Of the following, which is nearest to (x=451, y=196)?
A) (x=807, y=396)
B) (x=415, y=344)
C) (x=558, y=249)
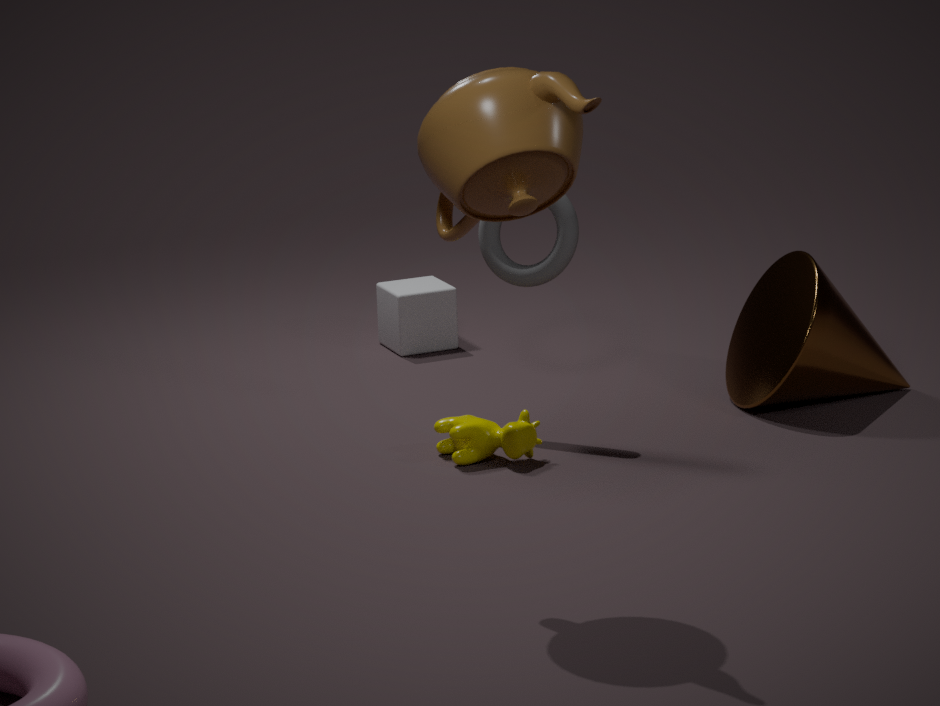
(x=558, y=249)
